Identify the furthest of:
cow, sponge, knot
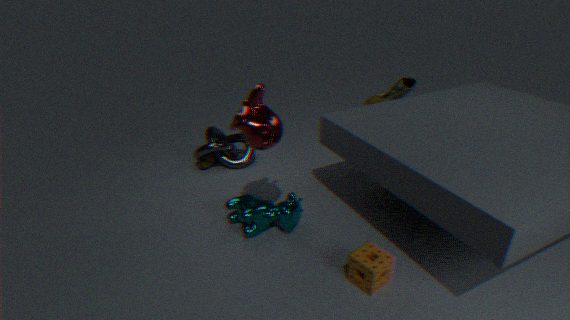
knot
